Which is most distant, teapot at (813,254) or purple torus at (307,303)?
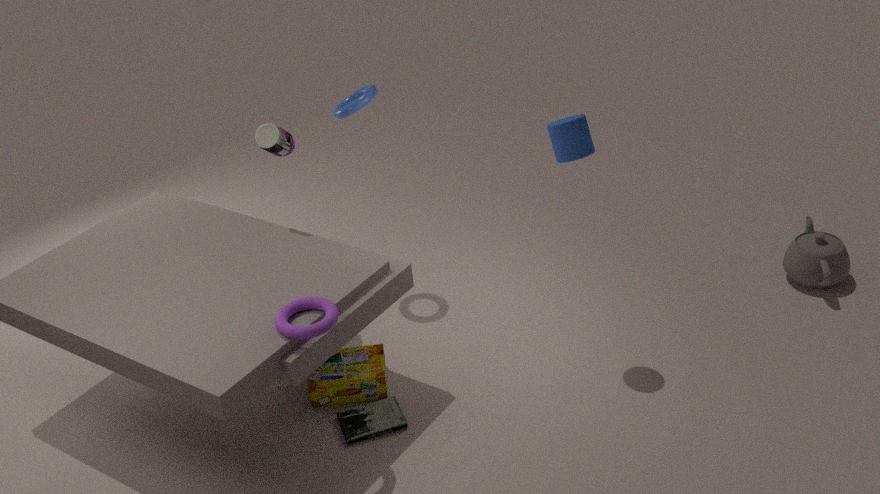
teapot at (813,254)
